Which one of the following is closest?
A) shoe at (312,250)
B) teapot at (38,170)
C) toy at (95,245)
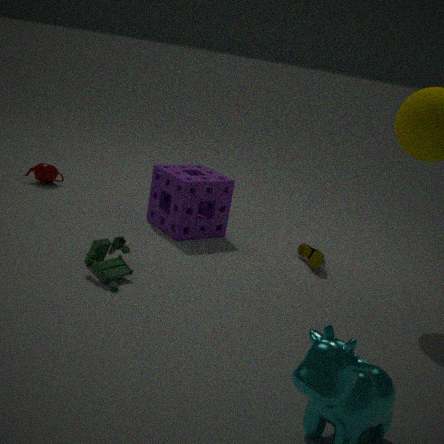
toy at (95,245)
